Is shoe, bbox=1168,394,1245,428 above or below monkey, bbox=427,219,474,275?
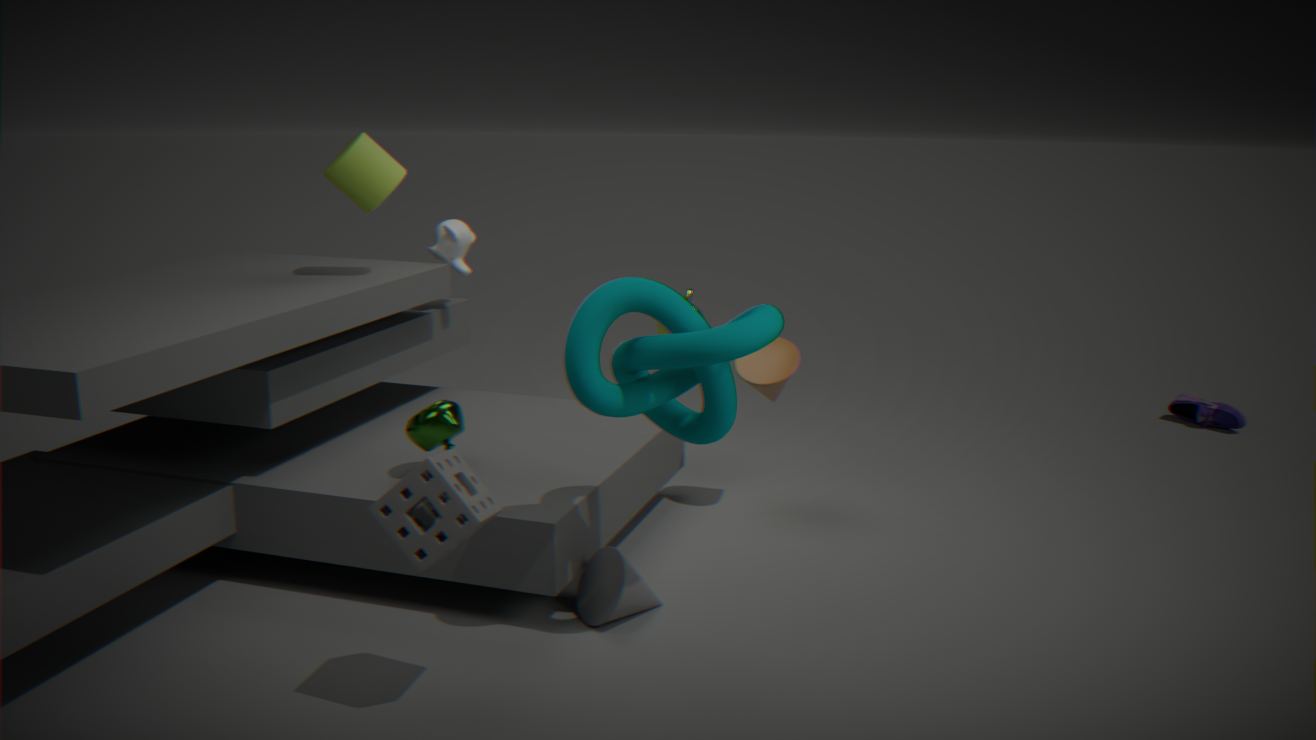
below
